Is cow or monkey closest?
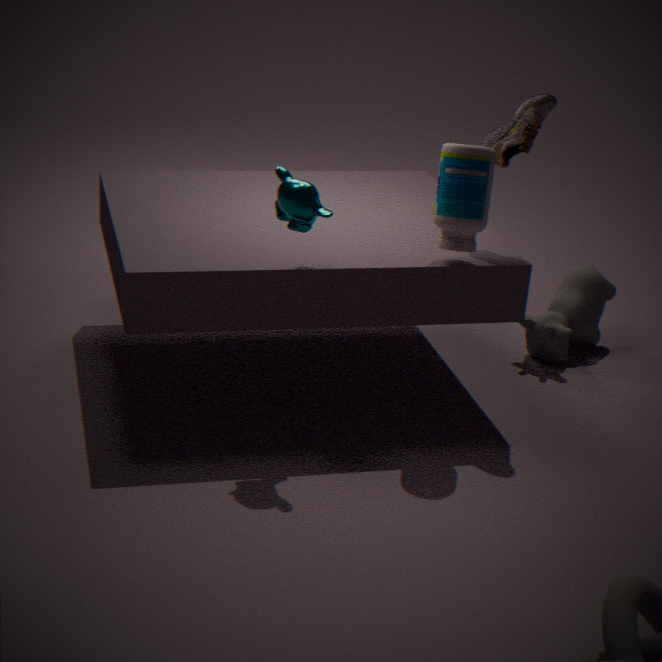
monkey
